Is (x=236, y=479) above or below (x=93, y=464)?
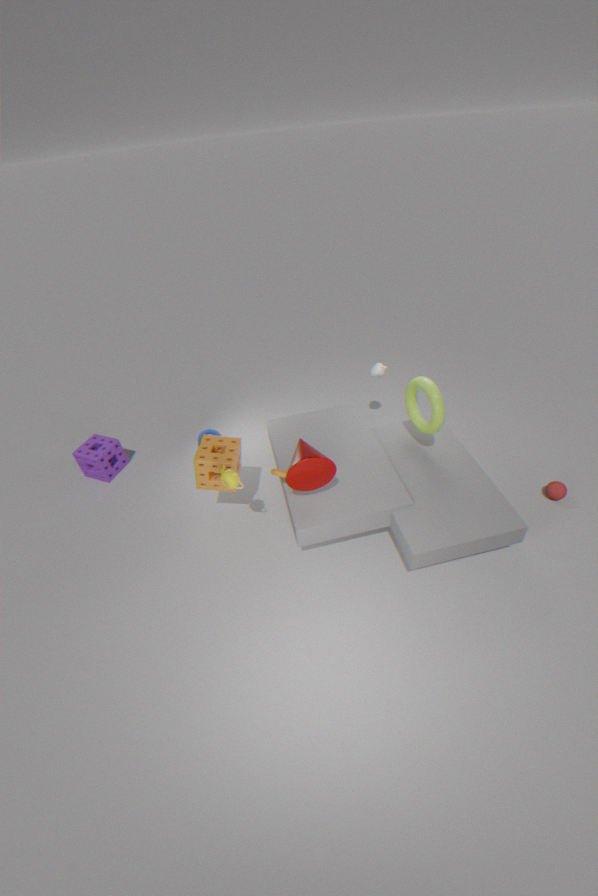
above
